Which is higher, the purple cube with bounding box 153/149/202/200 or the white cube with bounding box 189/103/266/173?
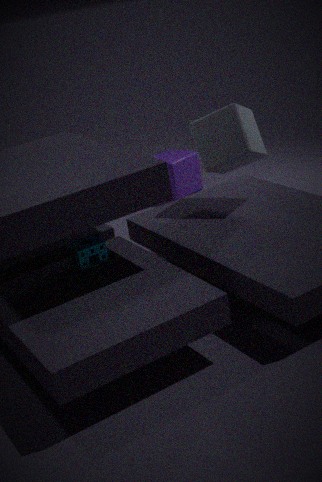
the white cube with bounding box 189/103/266/173
